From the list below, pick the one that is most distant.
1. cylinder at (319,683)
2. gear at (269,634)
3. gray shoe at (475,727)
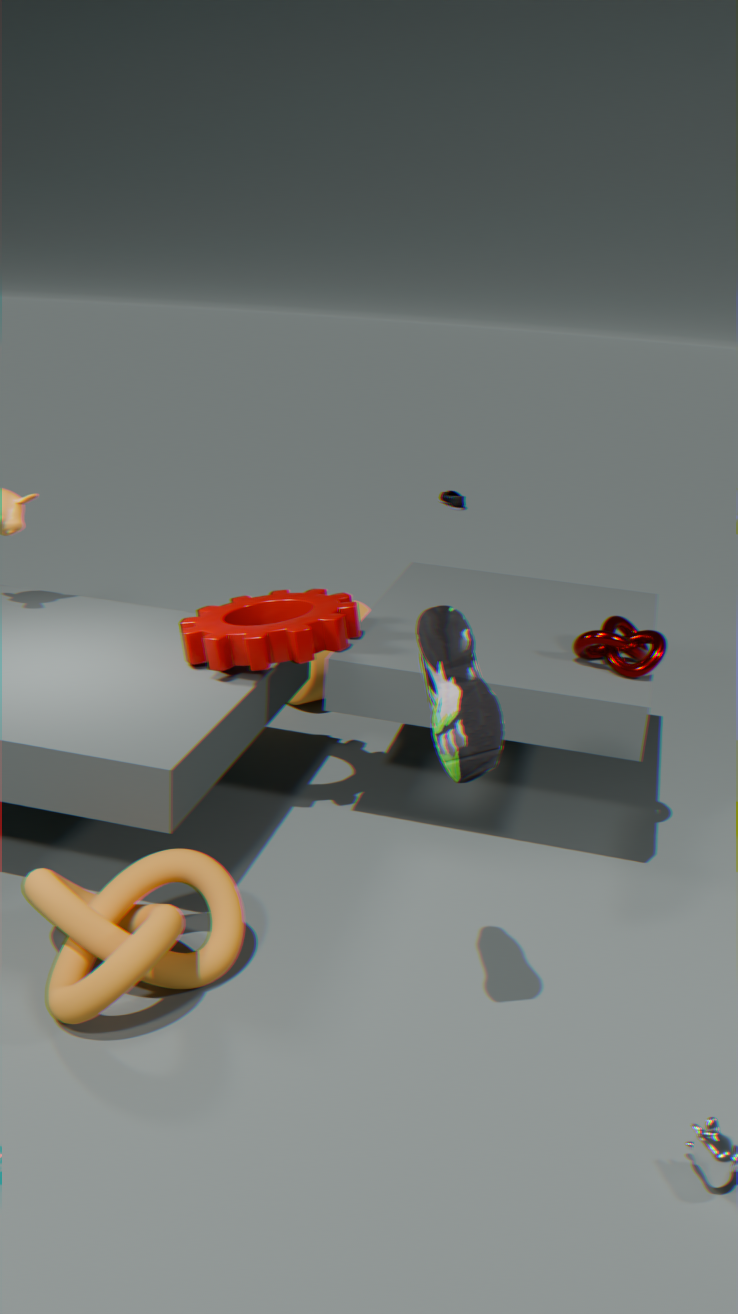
cylinder at (319,683)
